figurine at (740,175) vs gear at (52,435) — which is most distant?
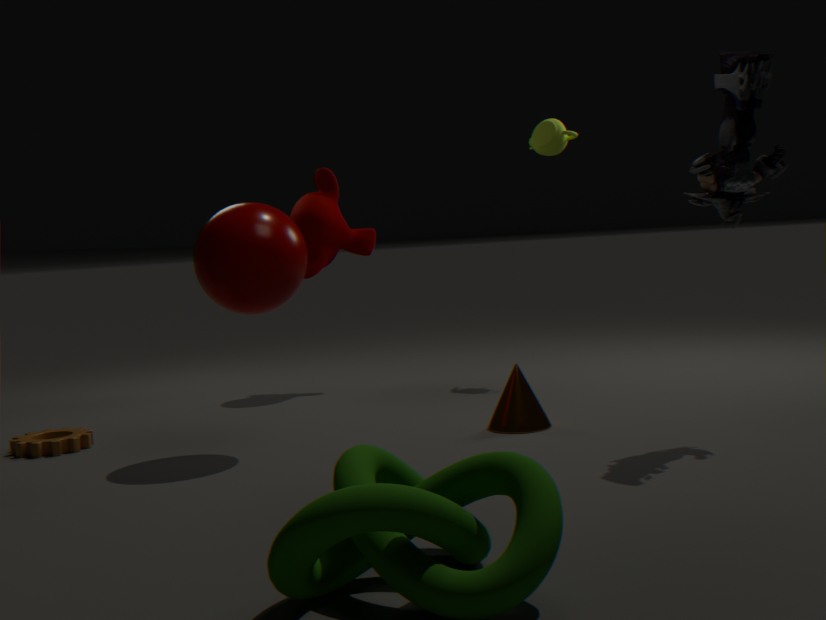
gear at (52,435)
